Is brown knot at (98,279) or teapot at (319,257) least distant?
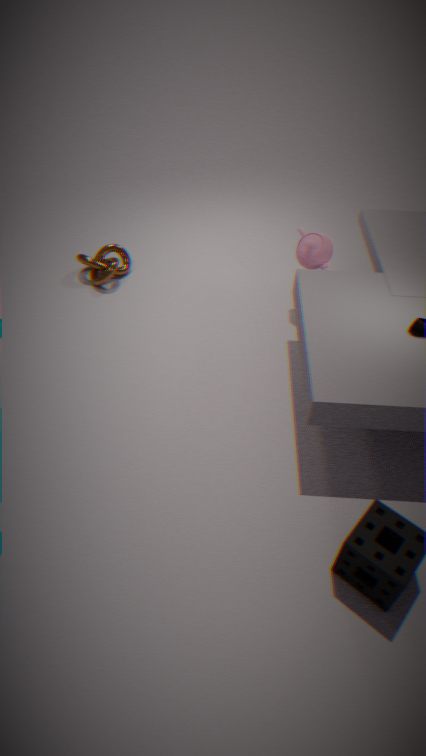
teapot at (319,257)
